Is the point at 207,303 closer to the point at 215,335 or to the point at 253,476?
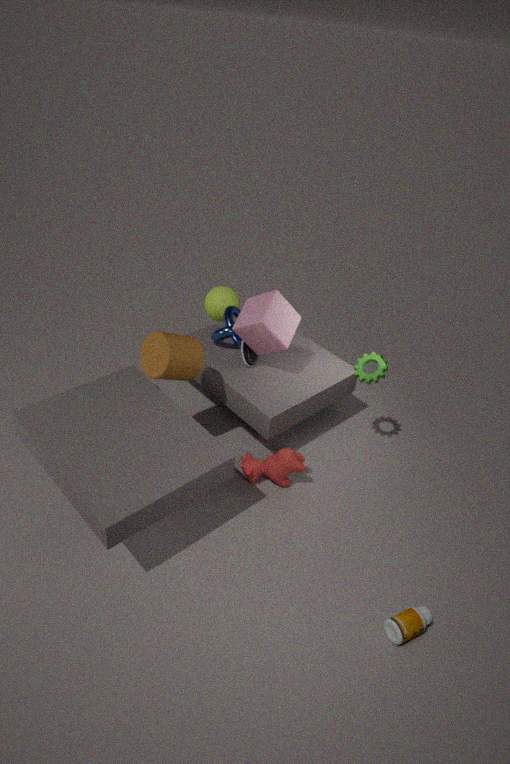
the point at 215,335
